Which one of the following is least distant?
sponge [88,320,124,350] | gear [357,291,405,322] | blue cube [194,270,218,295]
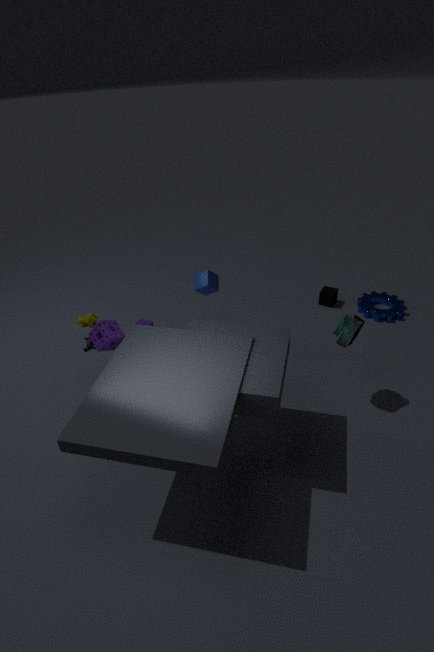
sponge [88,320,124,350]
